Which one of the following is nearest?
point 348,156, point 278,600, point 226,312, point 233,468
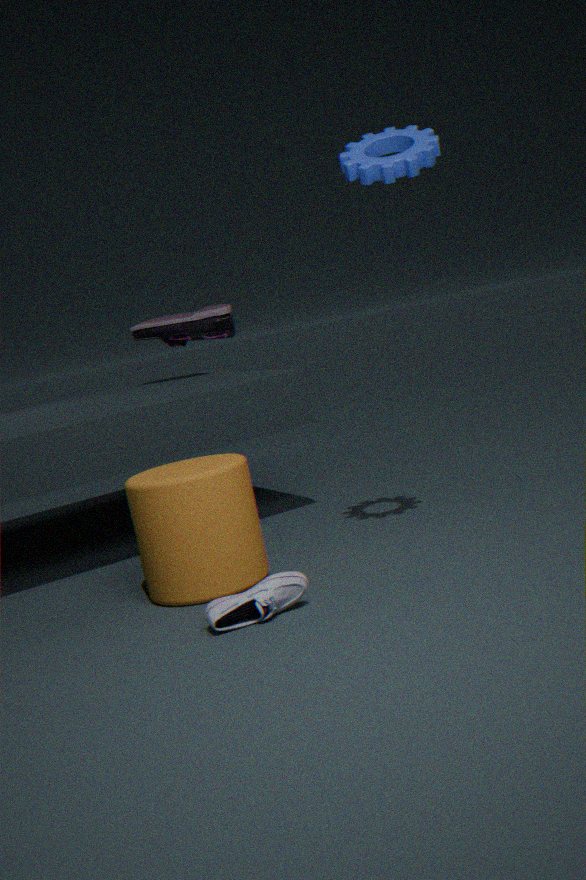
point 278,600
